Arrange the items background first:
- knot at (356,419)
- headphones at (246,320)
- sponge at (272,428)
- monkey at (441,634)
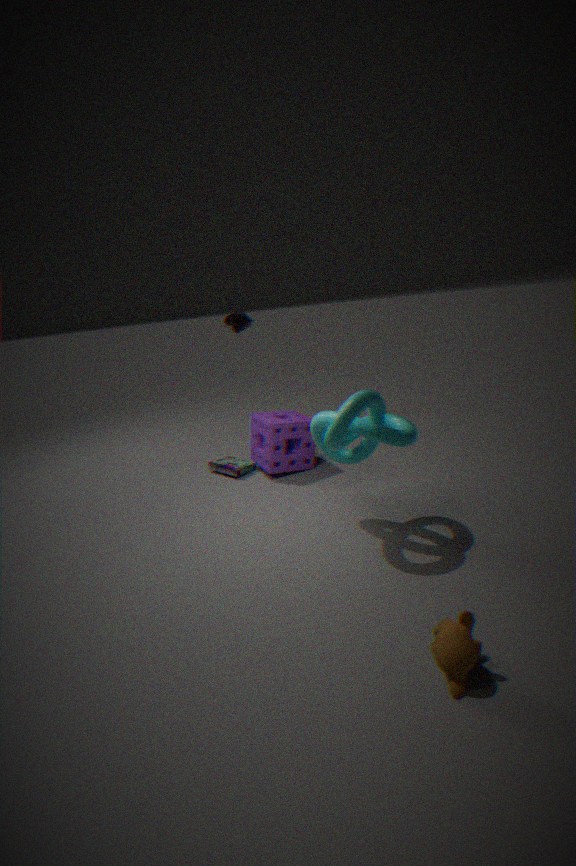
headphones at (246,320)
sponge at (272,428)
knot at (356,419)
monkey at (441,634)
